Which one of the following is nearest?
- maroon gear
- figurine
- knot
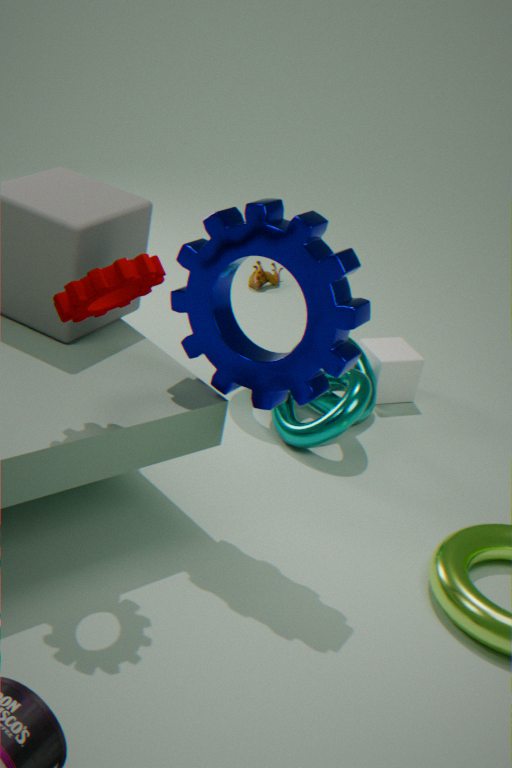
maroon gear
